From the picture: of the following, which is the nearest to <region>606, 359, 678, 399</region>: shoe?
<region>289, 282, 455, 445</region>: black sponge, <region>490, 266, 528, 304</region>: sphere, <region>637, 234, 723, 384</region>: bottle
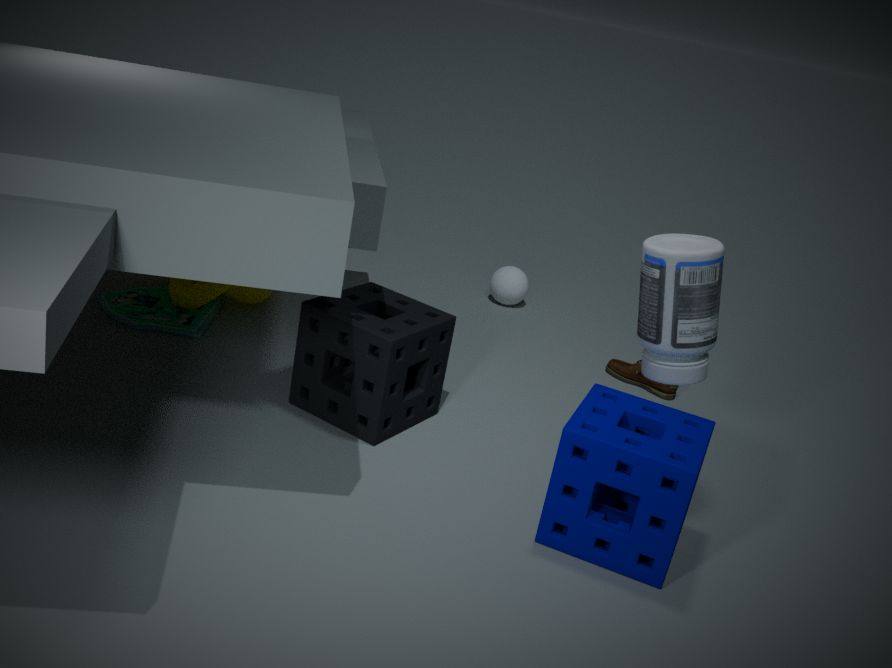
<region>490, 266, 528, 304</region>: sphere
